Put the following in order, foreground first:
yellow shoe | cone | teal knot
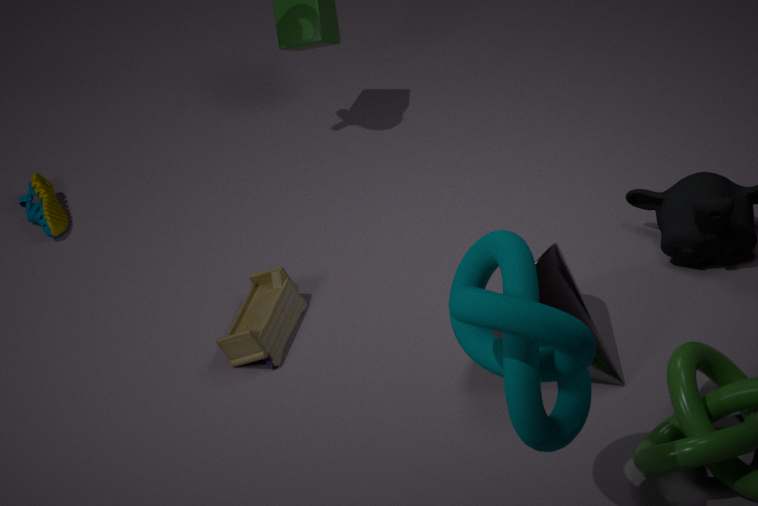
teal knot
cone
yellow shoe
